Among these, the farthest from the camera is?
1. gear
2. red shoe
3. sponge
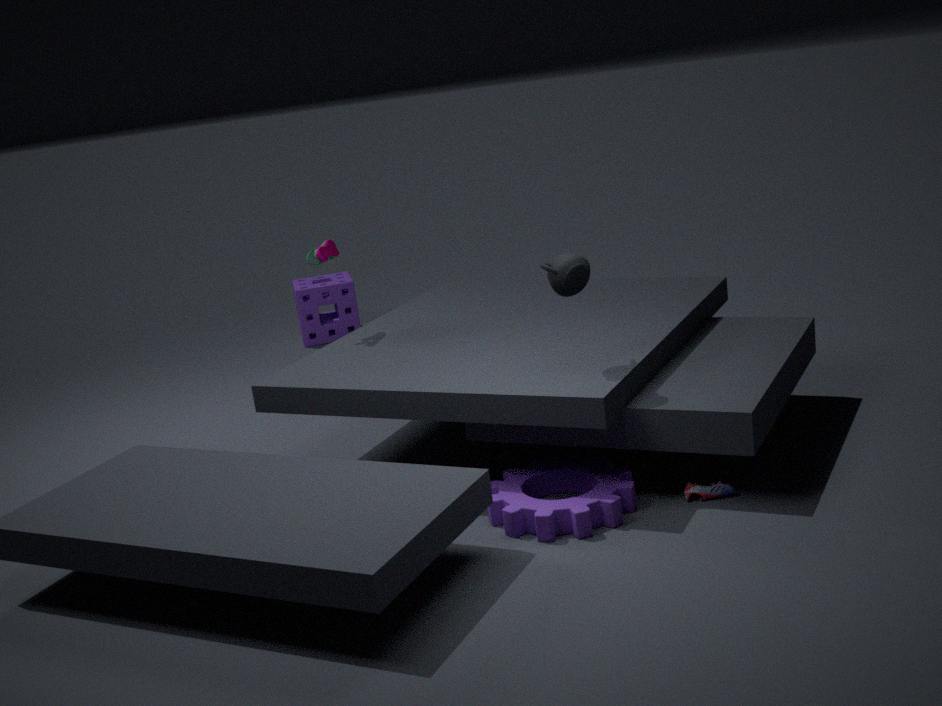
sponge
